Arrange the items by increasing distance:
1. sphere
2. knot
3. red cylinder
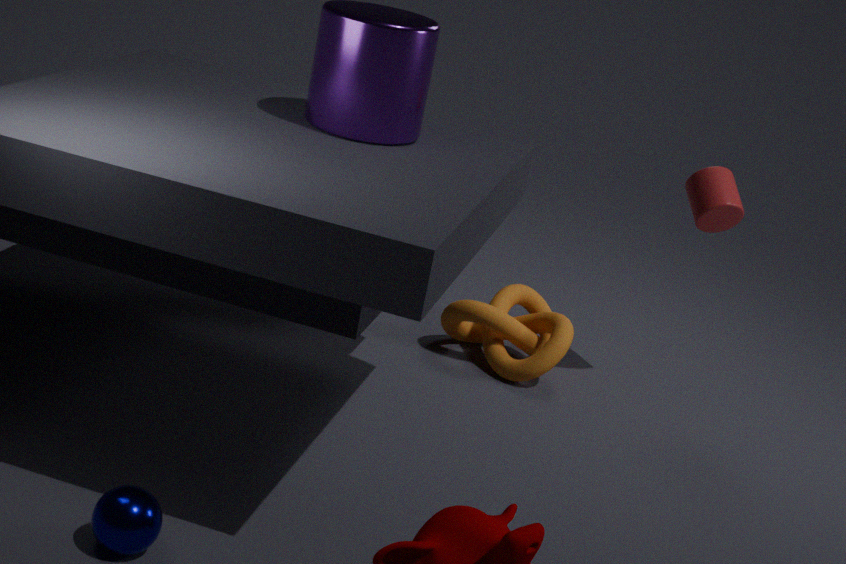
sphere < red cylinder < knot
